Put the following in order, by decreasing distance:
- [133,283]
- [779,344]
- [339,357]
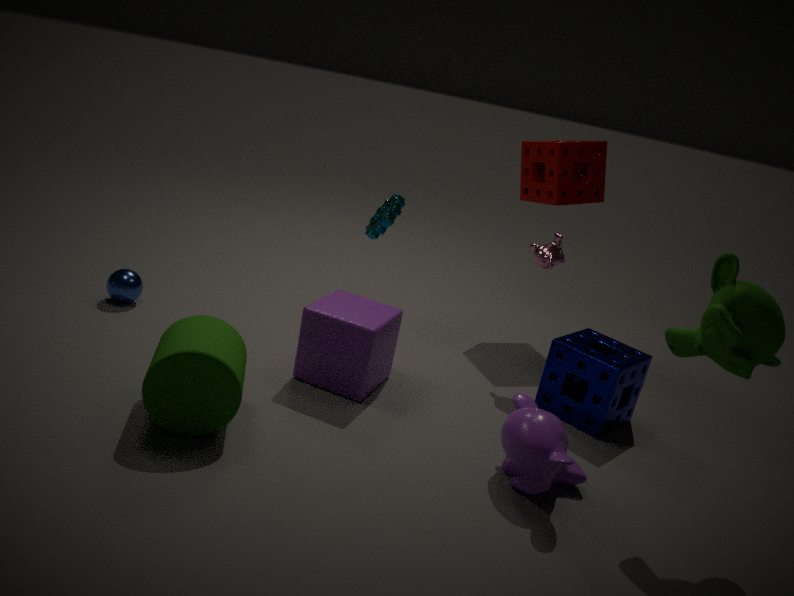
[133,283], [339,357], [779,344]
